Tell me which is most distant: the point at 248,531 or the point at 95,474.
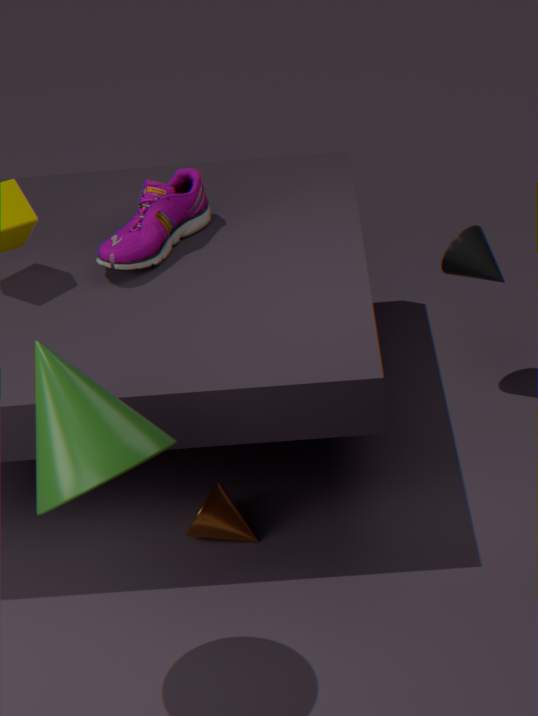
the point at 248,531
